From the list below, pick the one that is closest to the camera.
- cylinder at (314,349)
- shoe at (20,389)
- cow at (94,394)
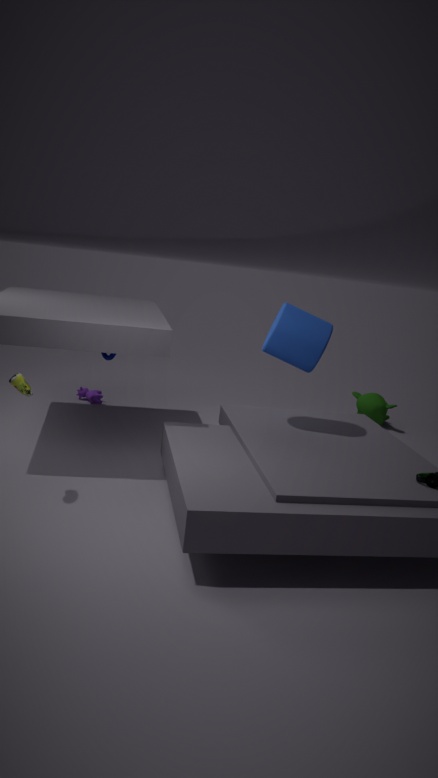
shoe at (20,389)
